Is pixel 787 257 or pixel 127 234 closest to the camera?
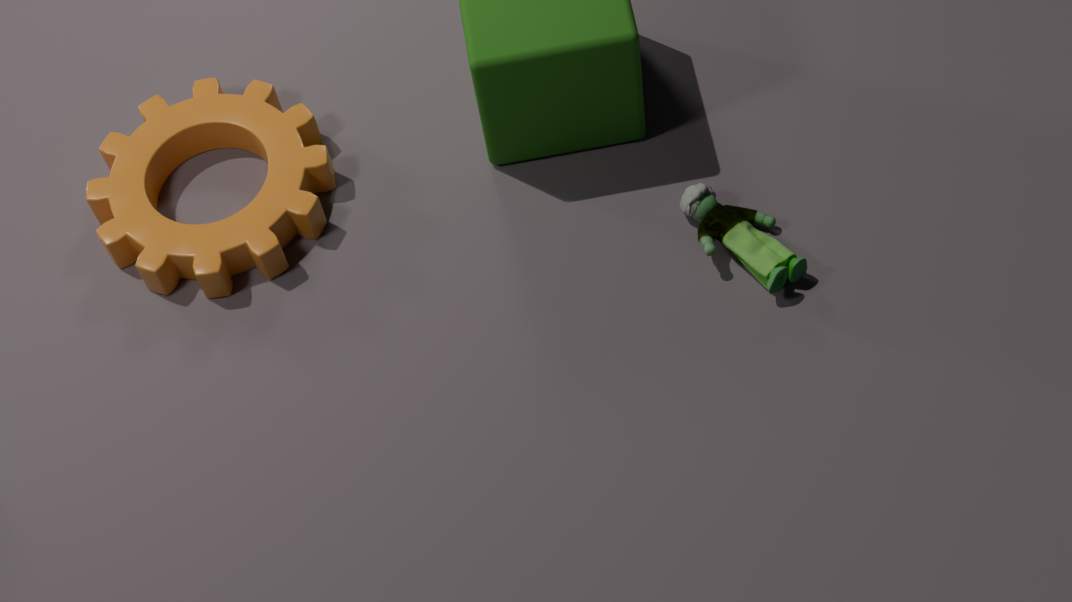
pixel 787 257
